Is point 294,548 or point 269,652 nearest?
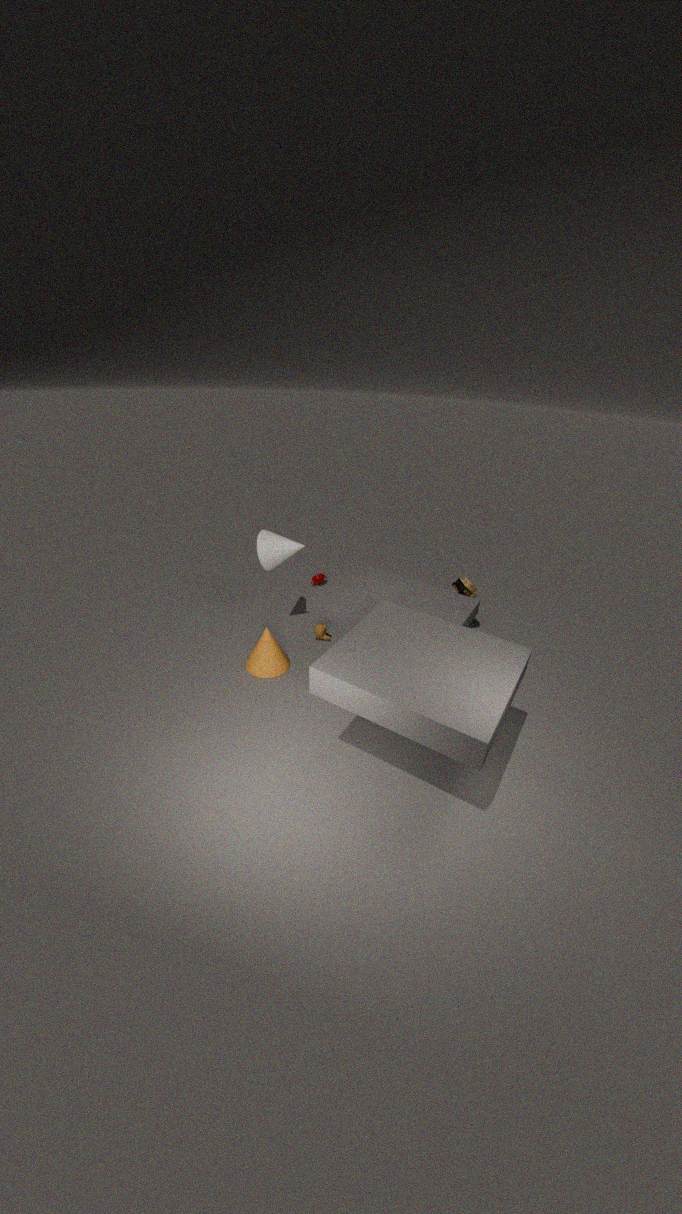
point 269,652
